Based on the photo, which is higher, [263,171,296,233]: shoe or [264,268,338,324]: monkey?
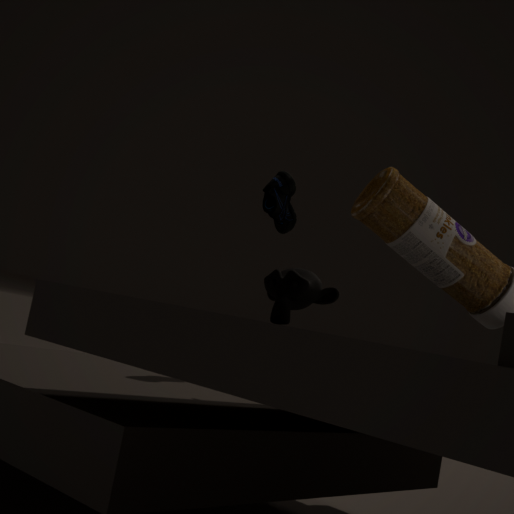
[263,171,296,233]: shoe
